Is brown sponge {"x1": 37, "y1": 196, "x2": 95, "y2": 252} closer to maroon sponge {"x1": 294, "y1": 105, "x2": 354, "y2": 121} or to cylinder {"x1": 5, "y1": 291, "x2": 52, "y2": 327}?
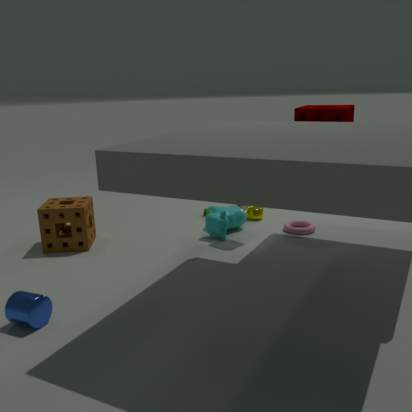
cylinder {"x1": 5, "y1": 291, "x2": 52, "y2": 327}
